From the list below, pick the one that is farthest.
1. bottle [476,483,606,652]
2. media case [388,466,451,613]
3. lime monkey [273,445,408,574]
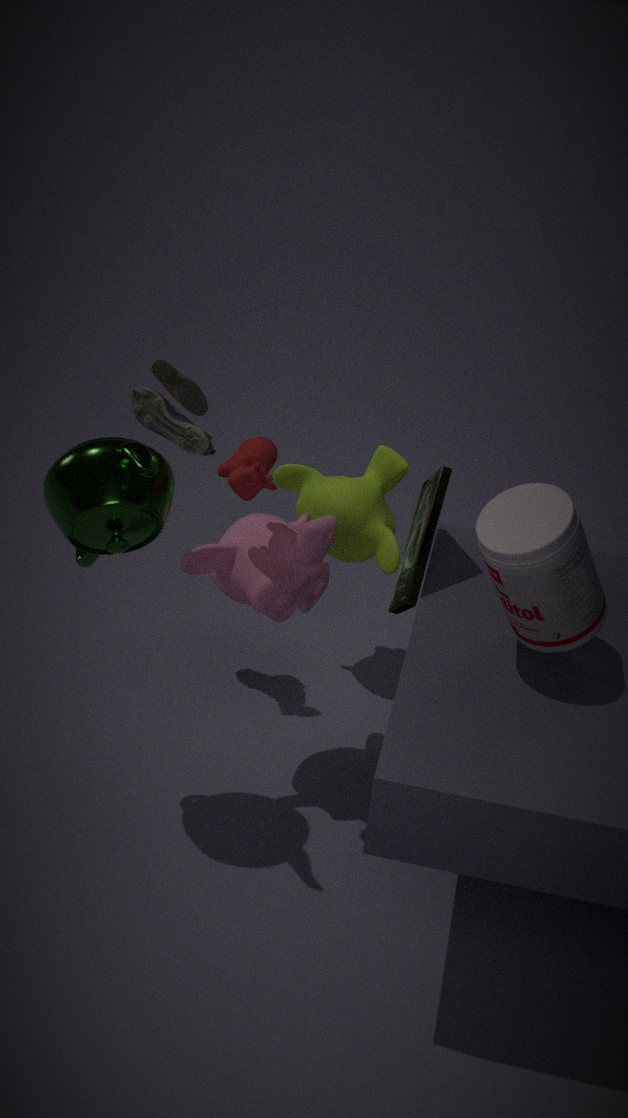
lime monkey [273,445,408,574]
